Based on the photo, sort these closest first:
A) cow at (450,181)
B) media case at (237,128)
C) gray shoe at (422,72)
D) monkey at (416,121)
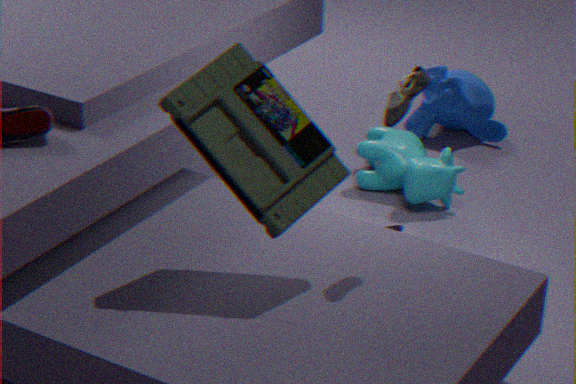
media case at (237,128) → gray shoe at (422,72) → cow at (450,181) → monkey at (416,121)
